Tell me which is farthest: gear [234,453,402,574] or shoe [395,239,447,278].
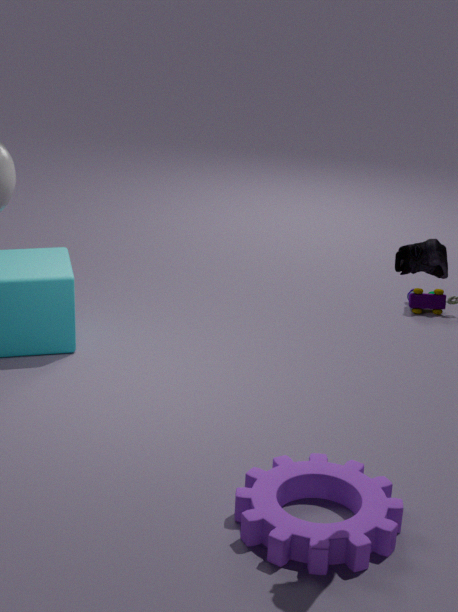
gear [234,453,402,574]
